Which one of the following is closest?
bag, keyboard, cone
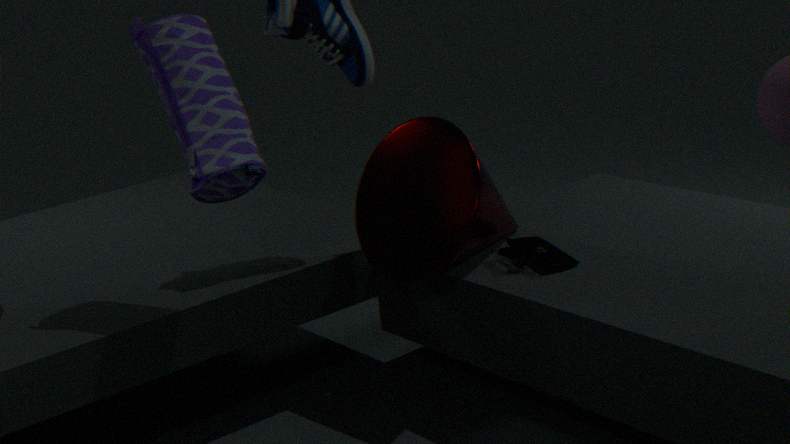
bag
